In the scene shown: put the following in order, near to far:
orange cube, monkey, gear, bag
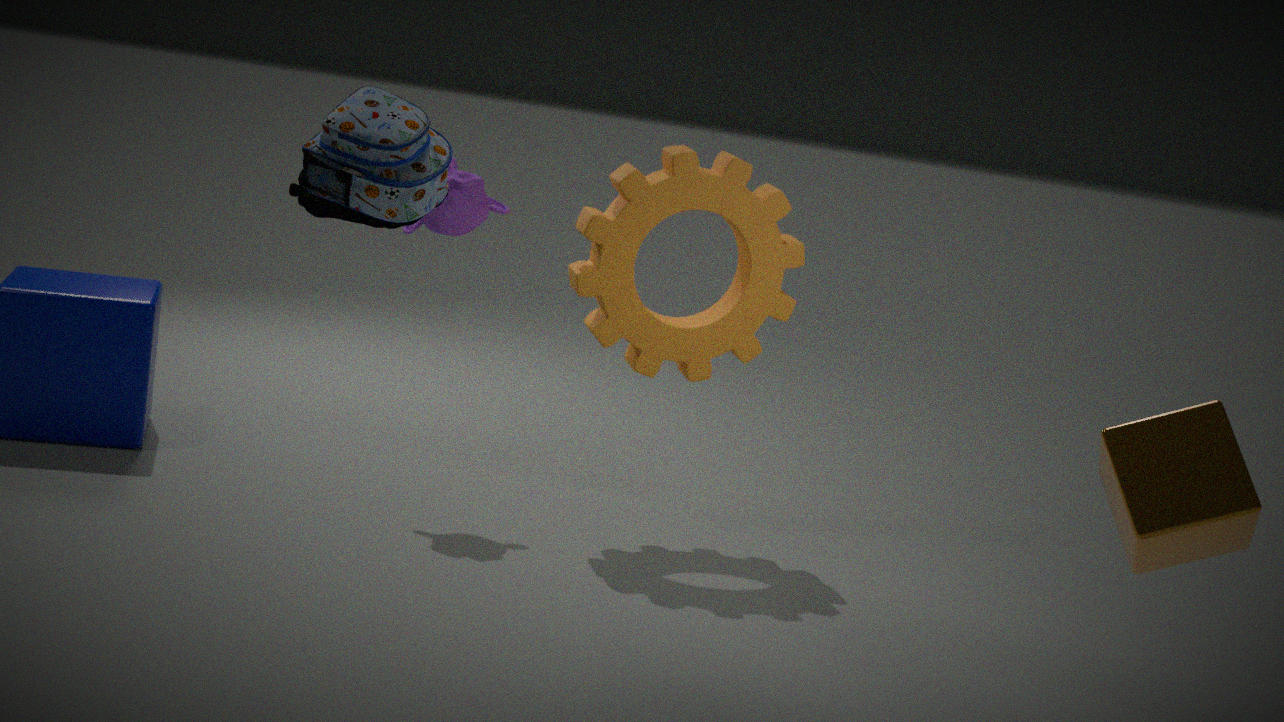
orange cube < bag < gear < monkey
